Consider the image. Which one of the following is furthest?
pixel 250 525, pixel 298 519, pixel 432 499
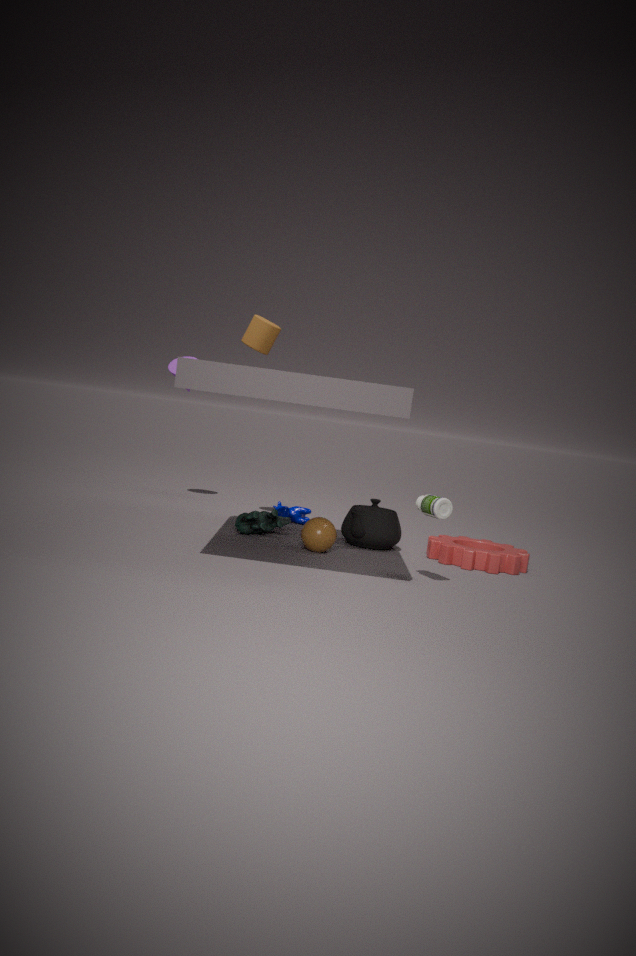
pixel 298 519
